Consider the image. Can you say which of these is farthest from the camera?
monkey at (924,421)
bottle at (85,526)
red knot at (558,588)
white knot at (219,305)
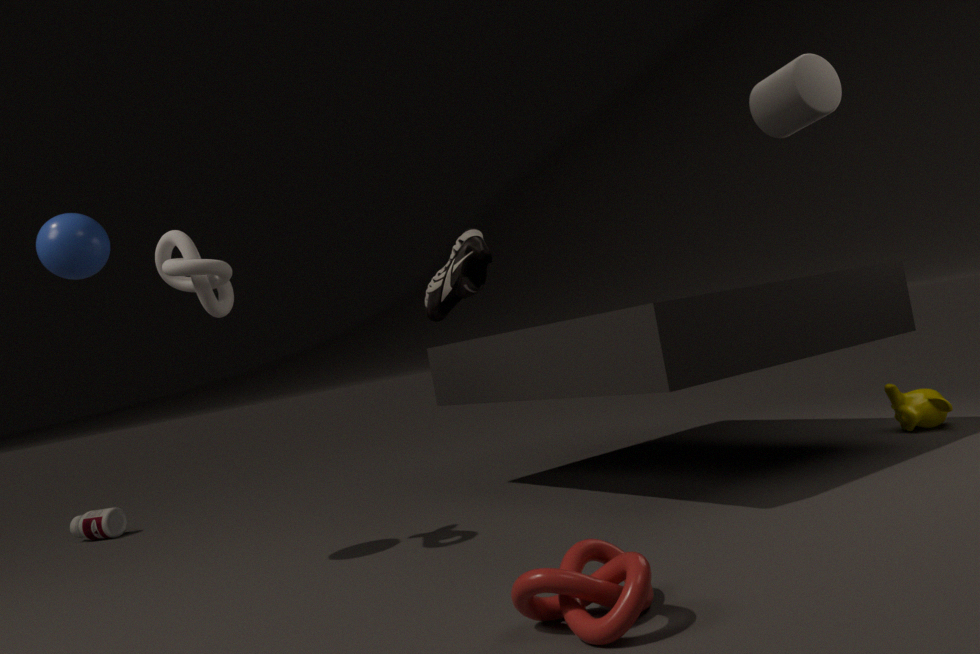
bottle at (85,526)
